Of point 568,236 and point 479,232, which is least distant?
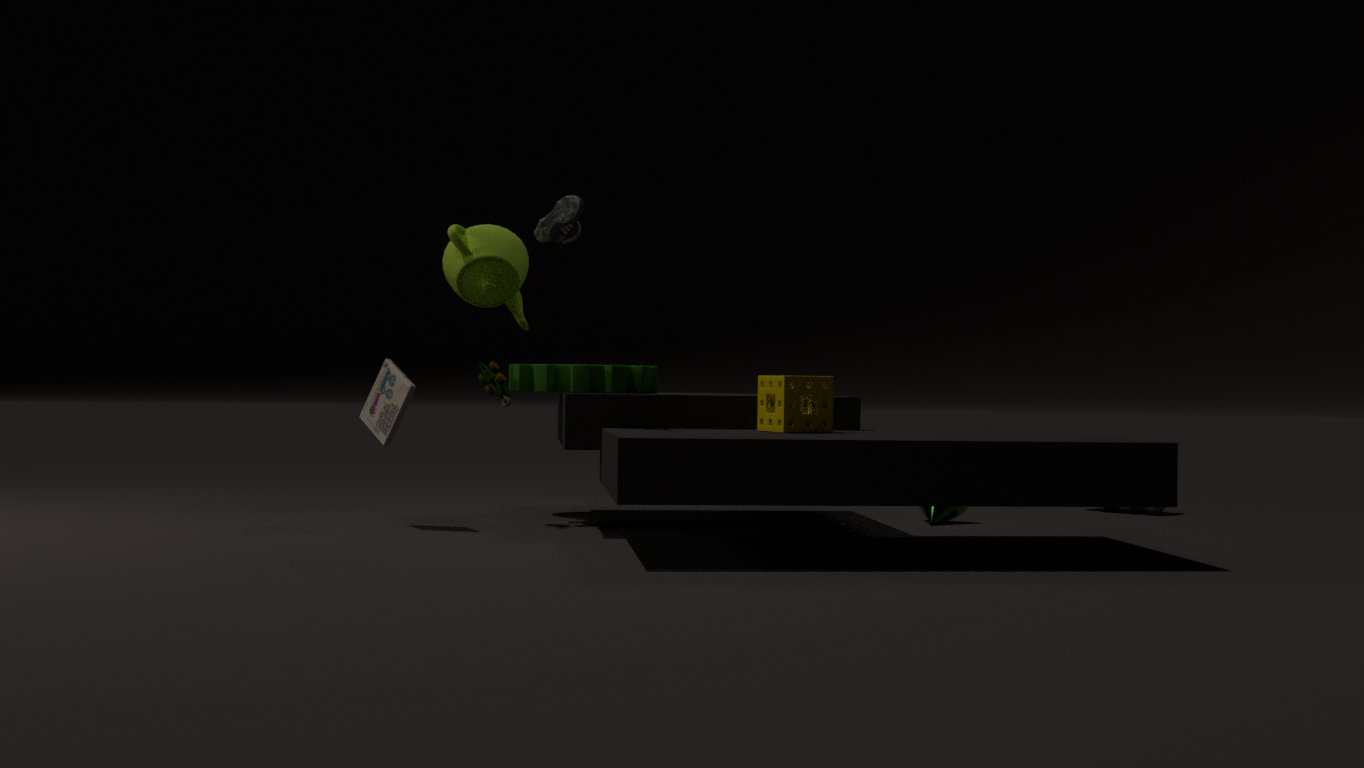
point 568,236
